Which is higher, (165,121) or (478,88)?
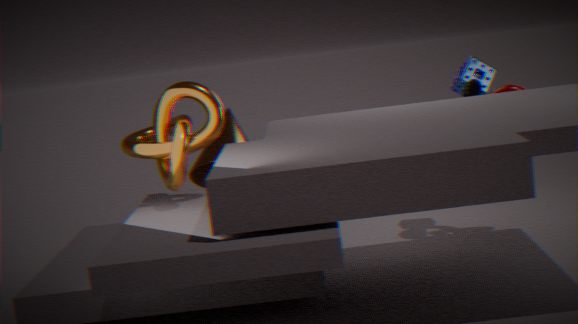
(165,121)
